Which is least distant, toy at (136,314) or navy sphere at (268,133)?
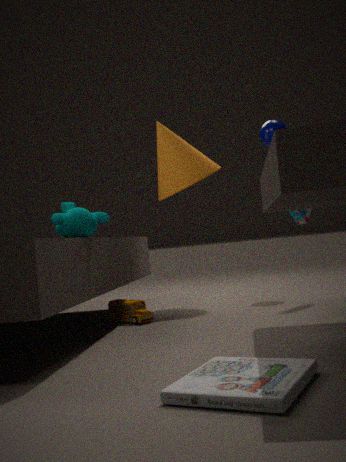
toy at (136,314)
